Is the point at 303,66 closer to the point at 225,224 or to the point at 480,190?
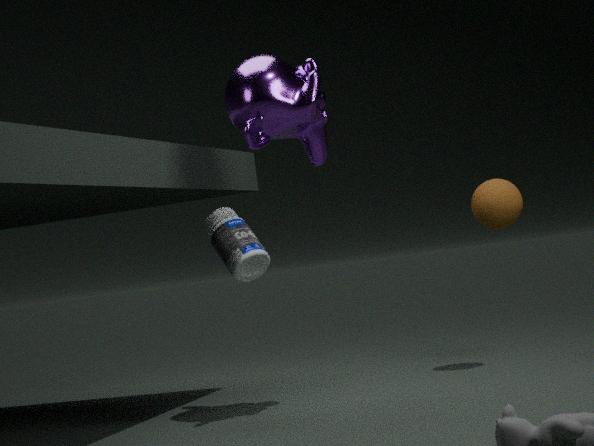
the point at 225,224
